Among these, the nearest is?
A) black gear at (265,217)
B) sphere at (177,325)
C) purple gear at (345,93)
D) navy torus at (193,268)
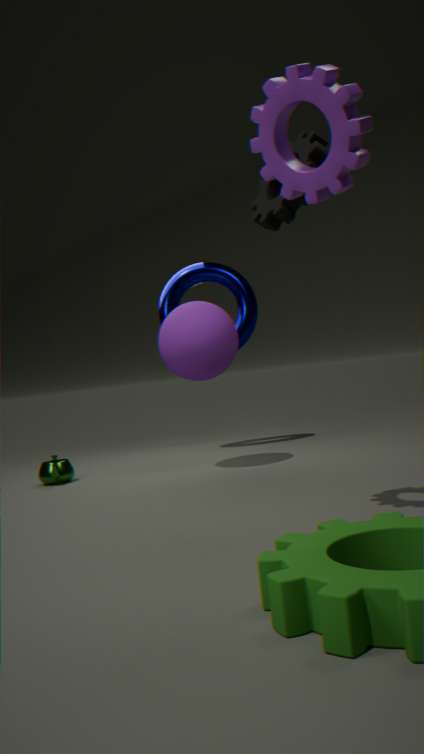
purple gear at (345,93)
